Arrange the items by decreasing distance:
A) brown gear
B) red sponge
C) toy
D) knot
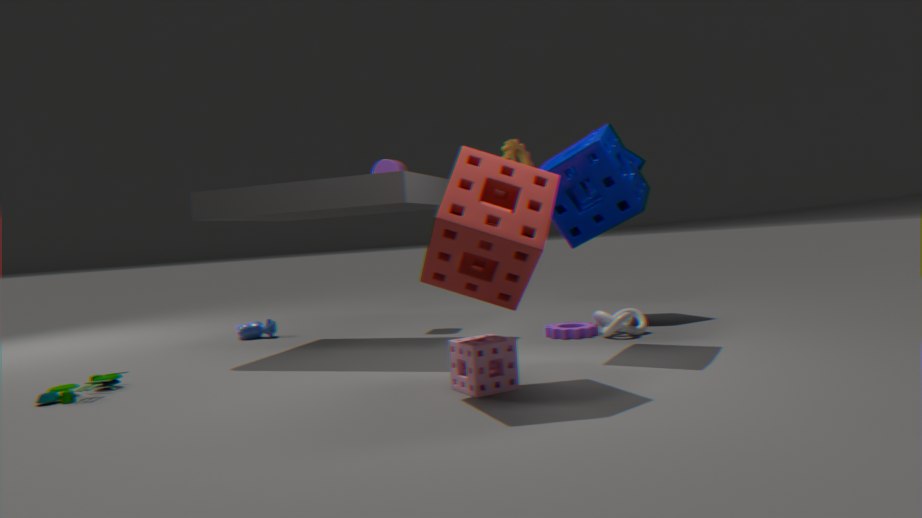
brown gear < knot < toy < red sponge
